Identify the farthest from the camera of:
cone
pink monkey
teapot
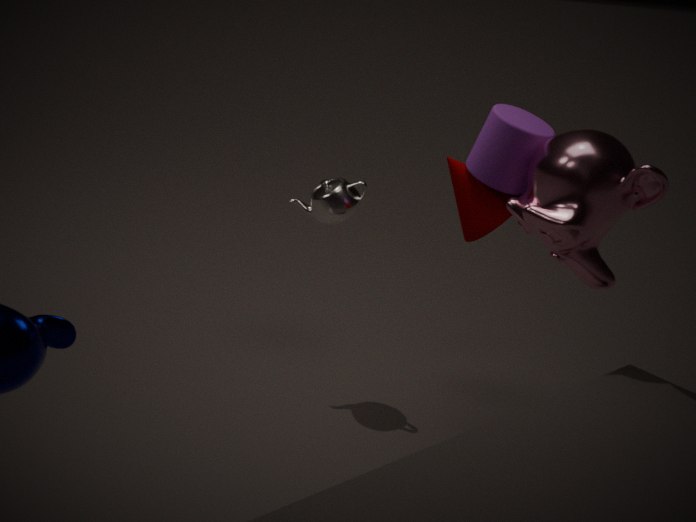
teapot
